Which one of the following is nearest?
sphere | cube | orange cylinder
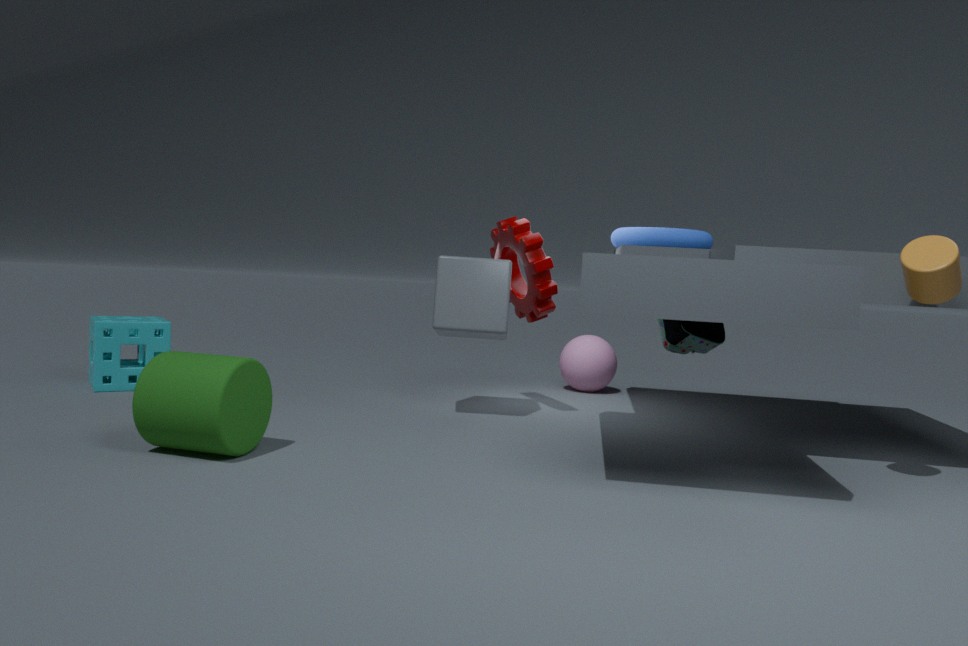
orange cylinder
